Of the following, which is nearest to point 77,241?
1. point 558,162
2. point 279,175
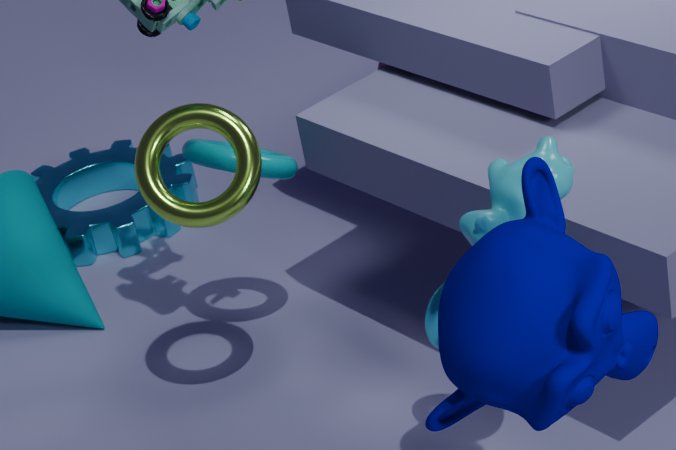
point 279,175
